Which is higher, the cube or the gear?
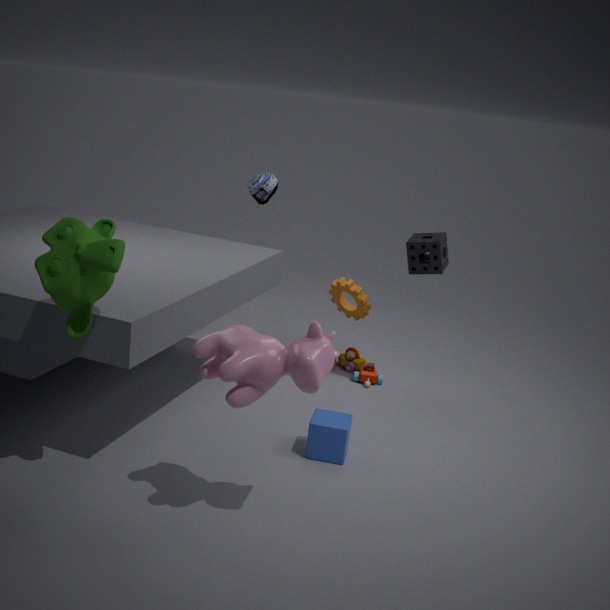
the gear
